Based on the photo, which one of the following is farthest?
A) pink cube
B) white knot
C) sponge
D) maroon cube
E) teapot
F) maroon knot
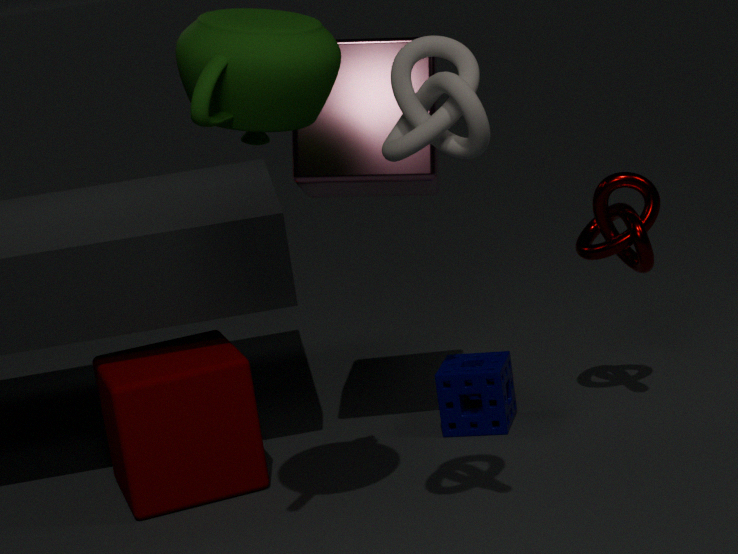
sponge
